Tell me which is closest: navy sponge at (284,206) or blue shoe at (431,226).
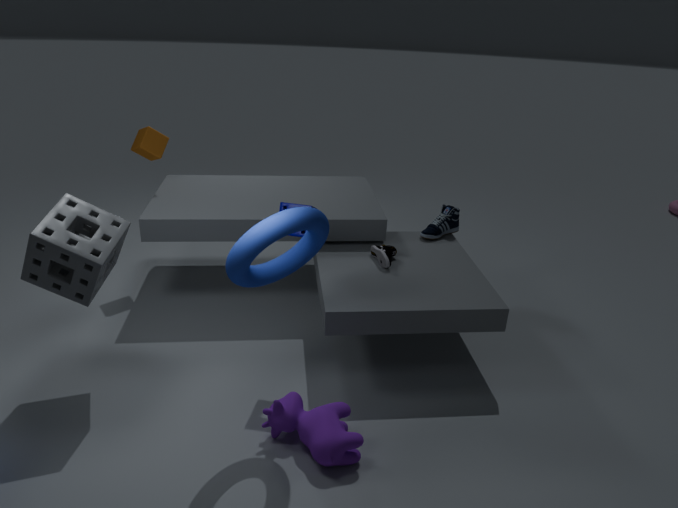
navy sponge at (284,206)
